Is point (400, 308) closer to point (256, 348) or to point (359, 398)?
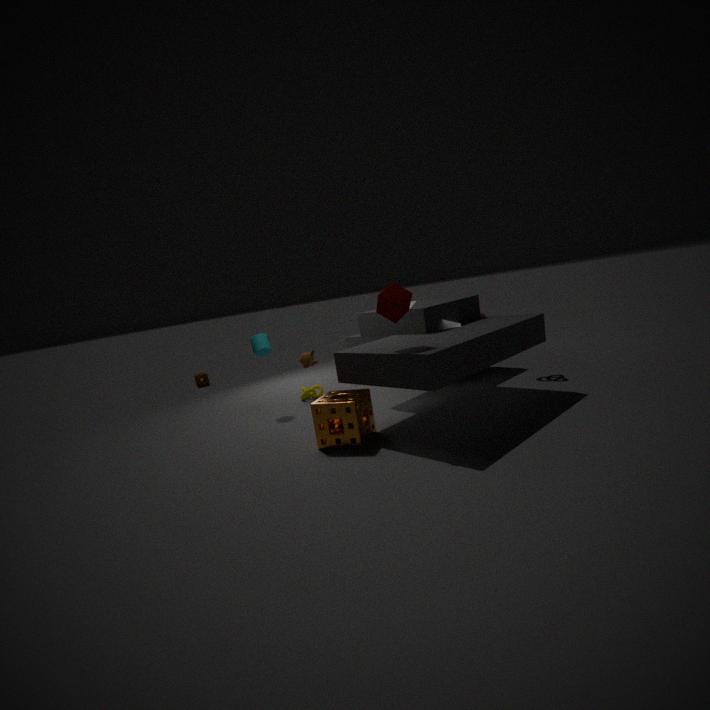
point (359, 398)
